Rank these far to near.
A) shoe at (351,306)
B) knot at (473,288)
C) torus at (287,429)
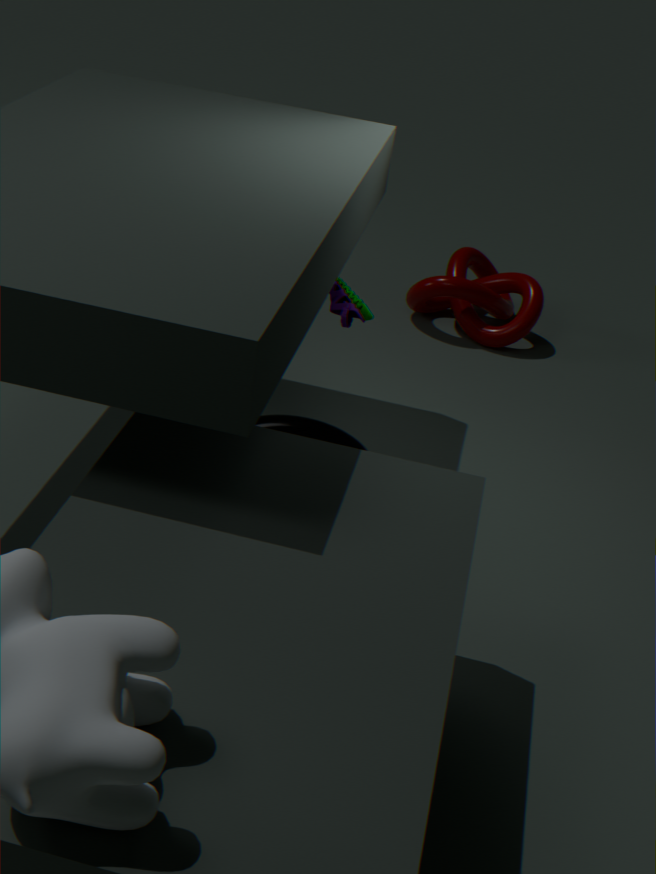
knot at (473,288)
shoe at (351,306)
torus at (287,429)
